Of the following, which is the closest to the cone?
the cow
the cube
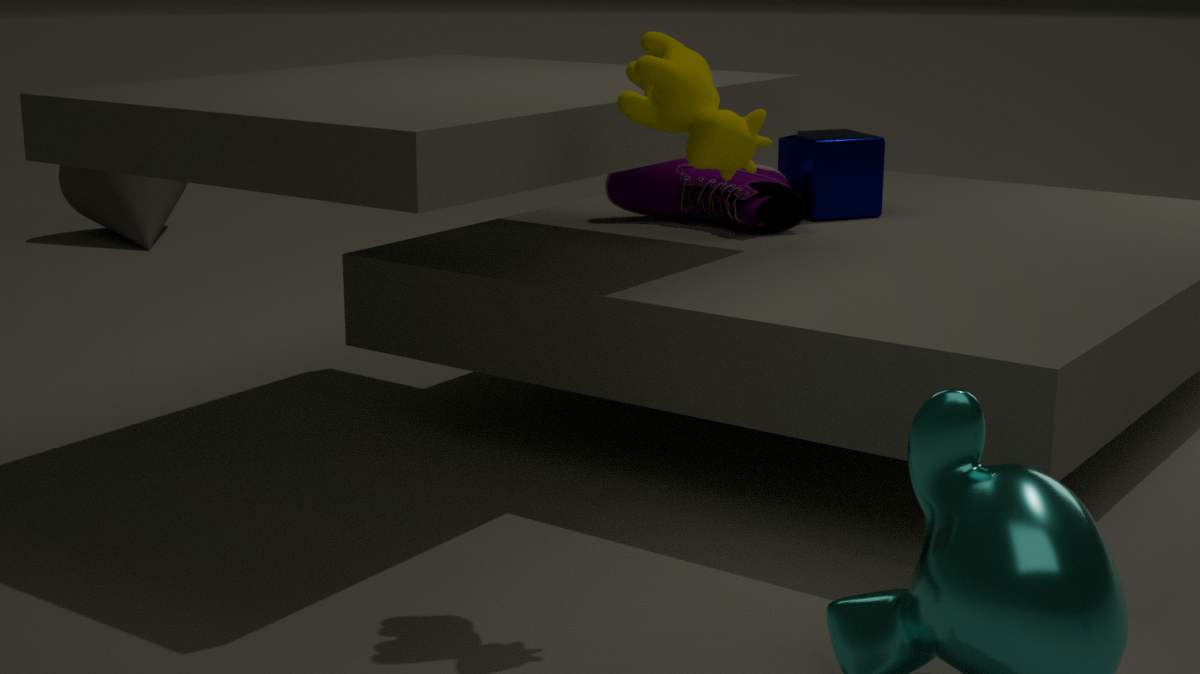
the cube
